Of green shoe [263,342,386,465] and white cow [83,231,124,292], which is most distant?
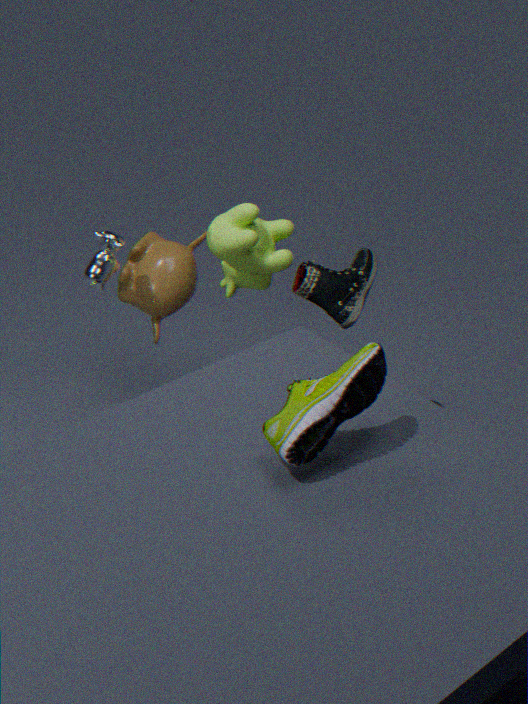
white cow [83,231,124,292]
